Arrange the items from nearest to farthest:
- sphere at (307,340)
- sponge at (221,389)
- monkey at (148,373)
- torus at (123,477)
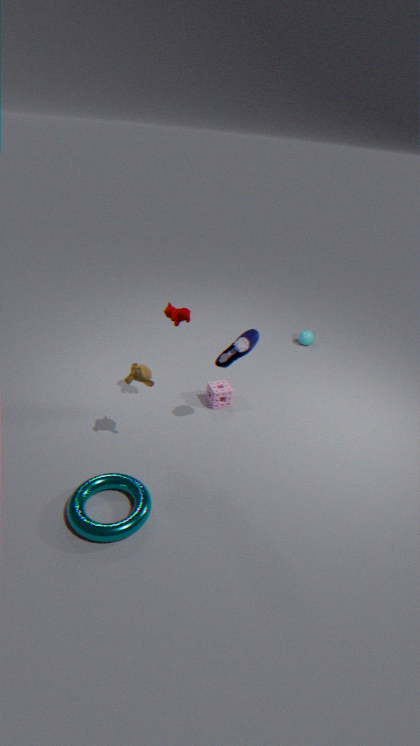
1. torus at (123,477)
2. monkey at (148,373)
3. sponge at (221,389)
4. sphere at (307,340)
